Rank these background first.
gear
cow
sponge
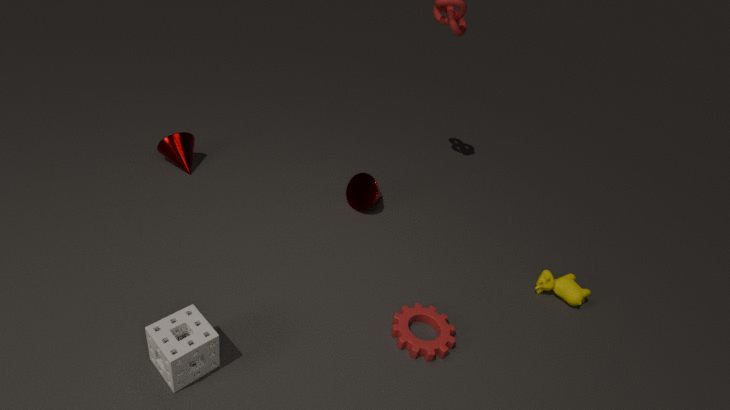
cow < gear < sponge
